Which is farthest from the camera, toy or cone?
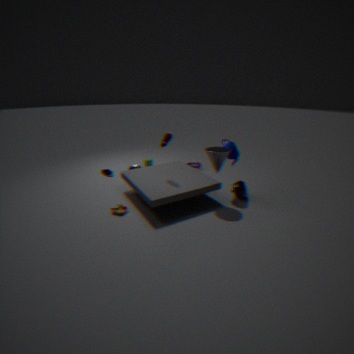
cone
